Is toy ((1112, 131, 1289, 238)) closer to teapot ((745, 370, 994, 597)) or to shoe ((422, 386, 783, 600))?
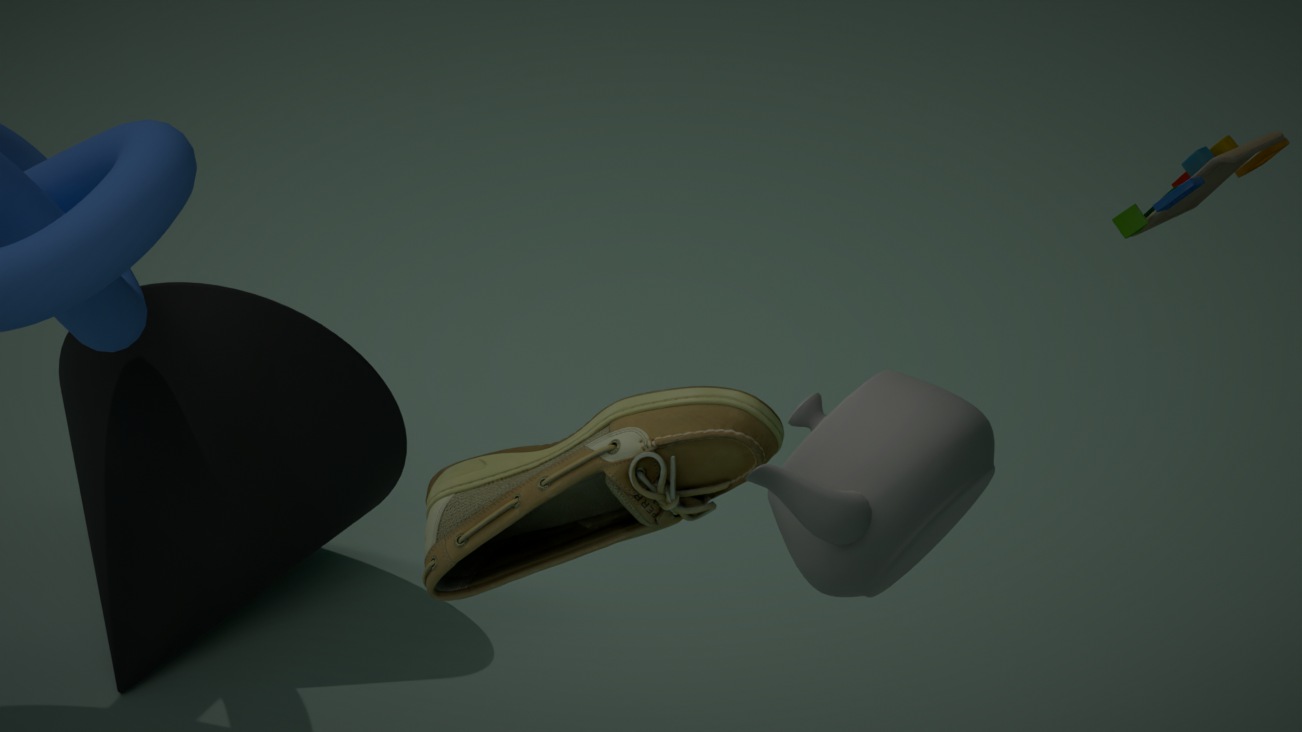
shoe ((422, 386, 783, 600))
